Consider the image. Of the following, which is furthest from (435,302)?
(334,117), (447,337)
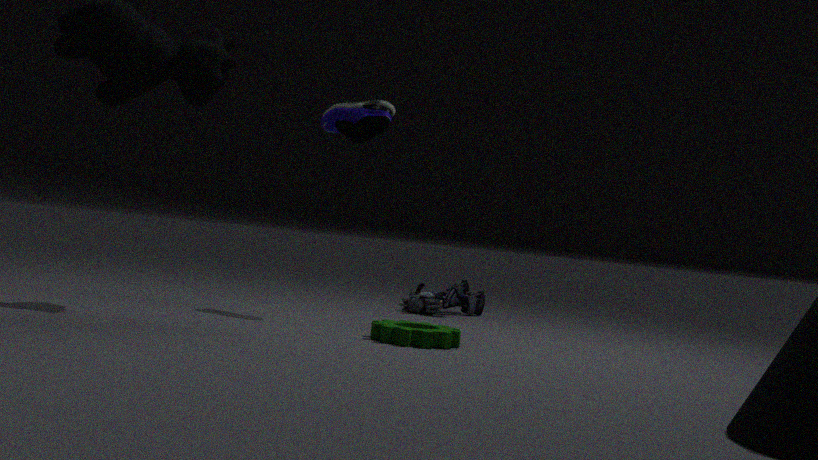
(447,337)
